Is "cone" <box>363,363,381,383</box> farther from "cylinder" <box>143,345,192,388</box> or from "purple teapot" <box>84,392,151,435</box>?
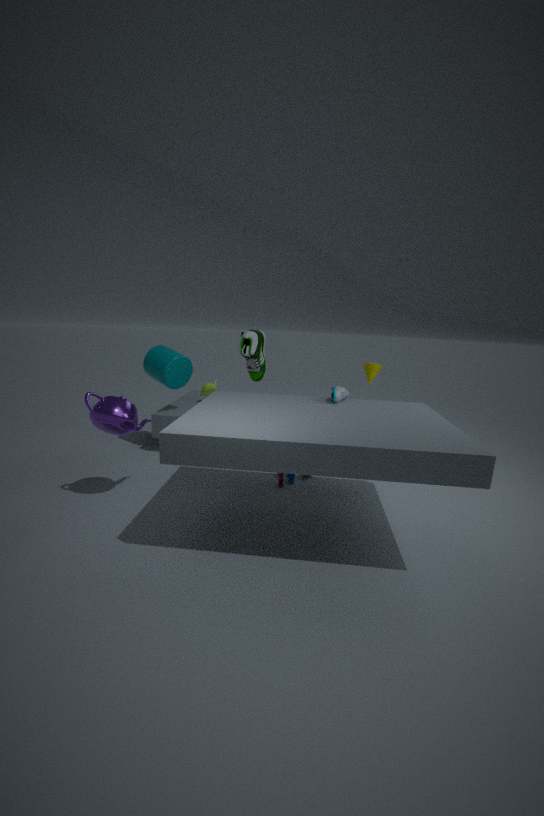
"purple teapot" <box>84,392,151,435</box>
